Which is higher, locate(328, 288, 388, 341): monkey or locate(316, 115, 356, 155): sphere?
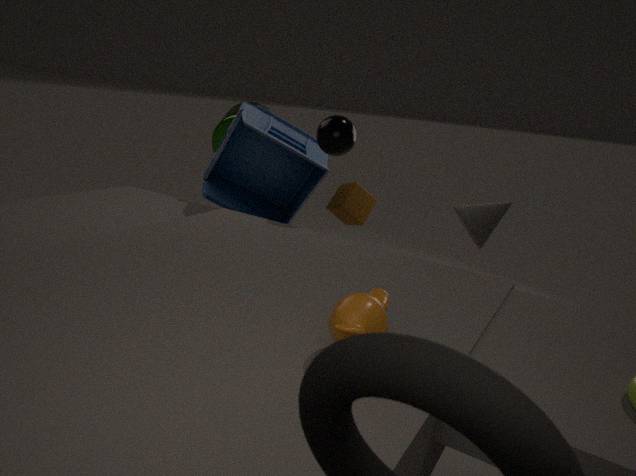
locate(316, 115, 356, 155): sphere
